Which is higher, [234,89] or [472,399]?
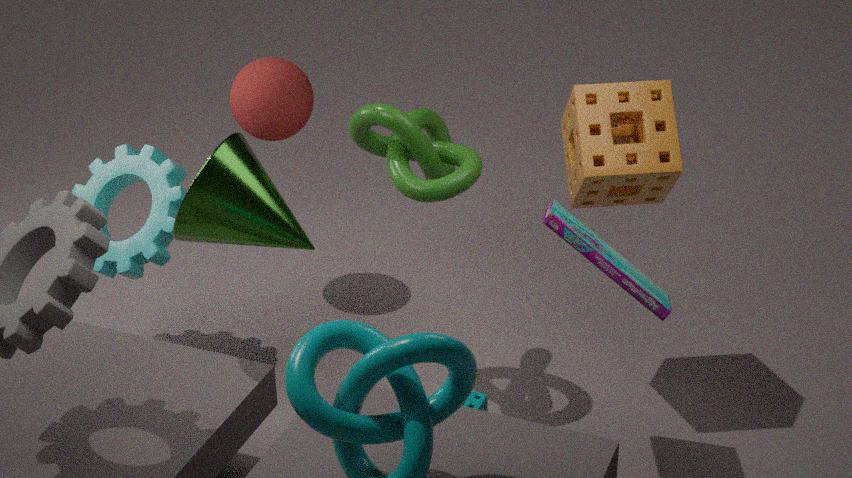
[234,89]
